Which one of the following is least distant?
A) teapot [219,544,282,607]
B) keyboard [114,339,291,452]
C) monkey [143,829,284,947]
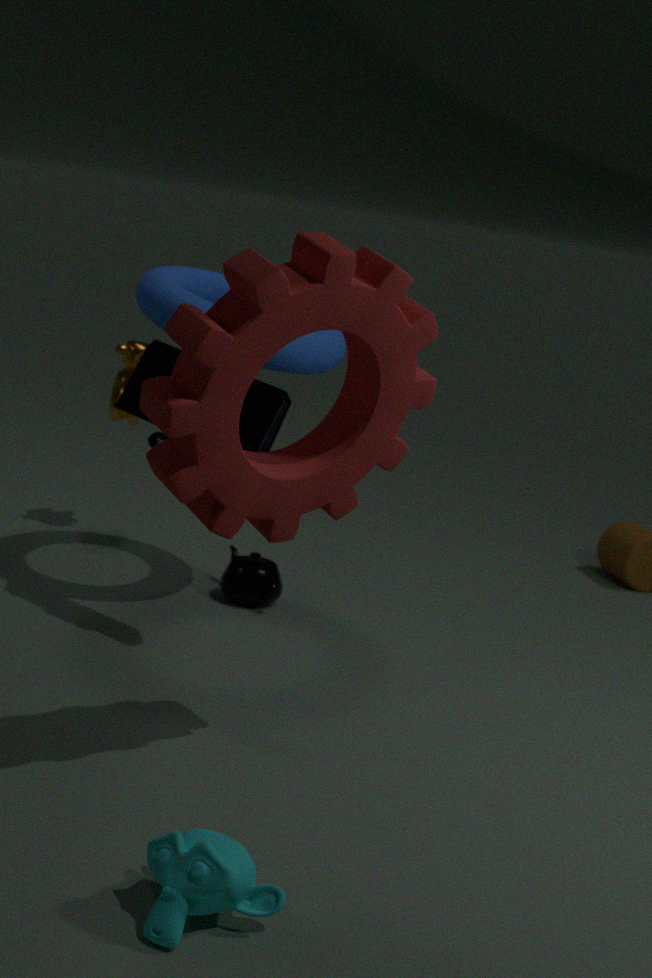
monkey [143,829,284,947]
